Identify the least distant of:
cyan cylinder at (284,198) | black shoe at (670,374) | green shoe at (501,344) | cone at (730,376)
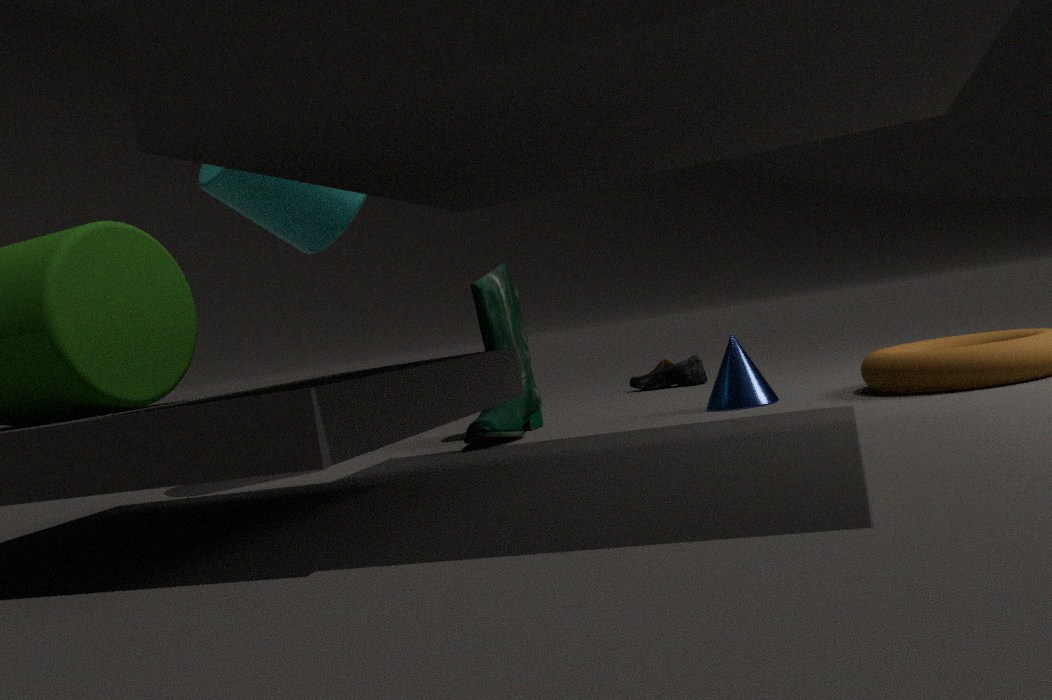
cyan cylinder at (284,198)
